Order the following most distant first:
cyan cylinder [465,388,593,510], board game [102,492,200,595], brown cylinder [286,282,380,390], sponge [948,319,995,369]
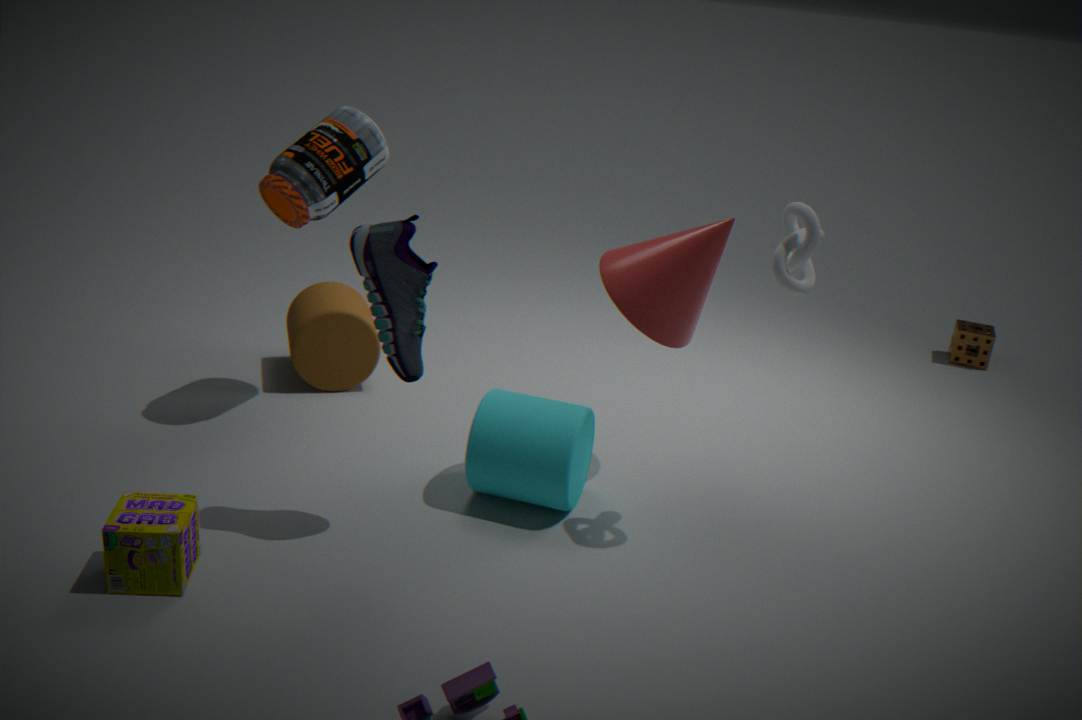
sponge [948,319,995,369] < brown cylinder [286,282,380,390] < cyan cylinder [465,388,593,510] < board game [102,492,200,595]
